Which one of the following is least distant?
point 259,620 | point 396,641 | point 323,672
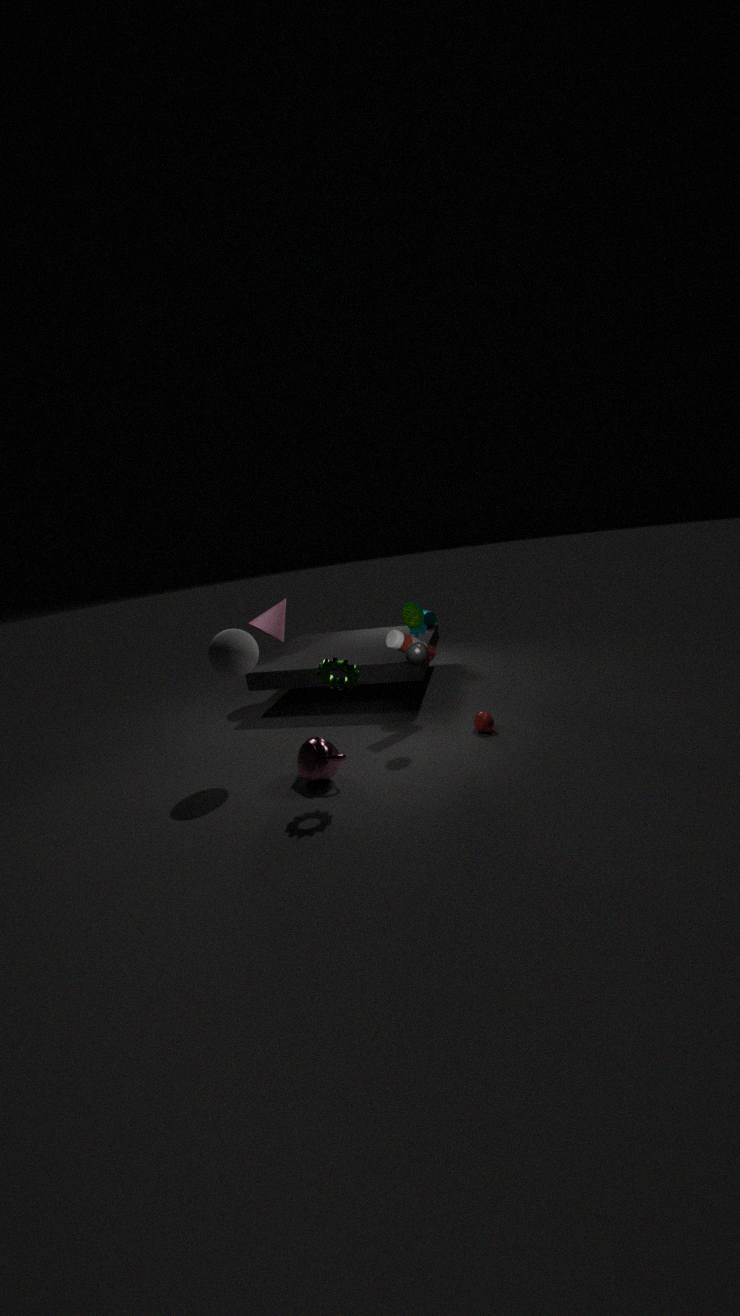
point 323,672
